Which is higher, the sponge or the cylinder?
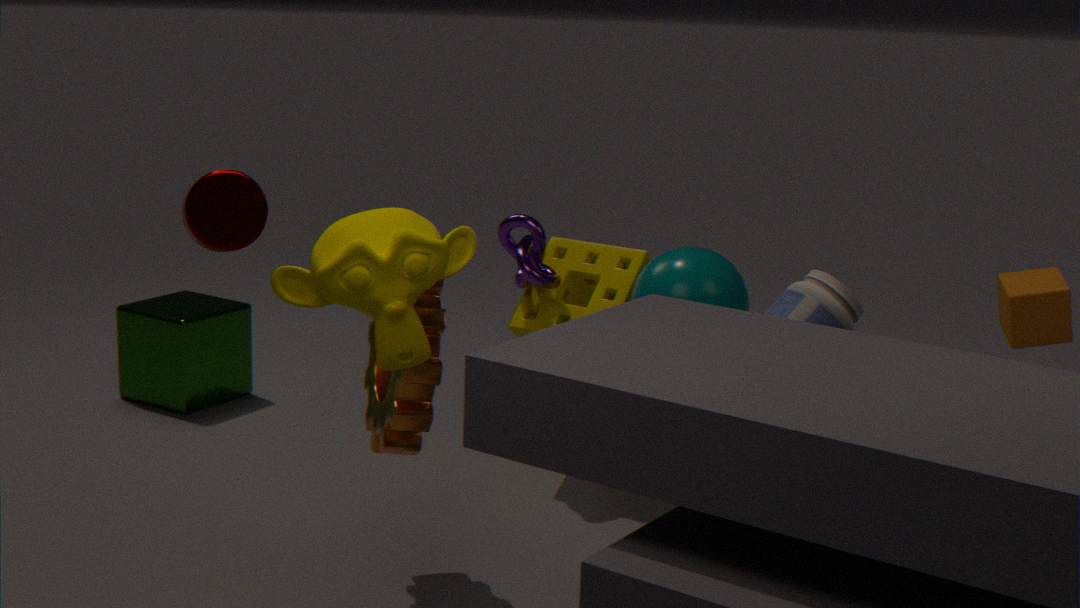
the cylinder
